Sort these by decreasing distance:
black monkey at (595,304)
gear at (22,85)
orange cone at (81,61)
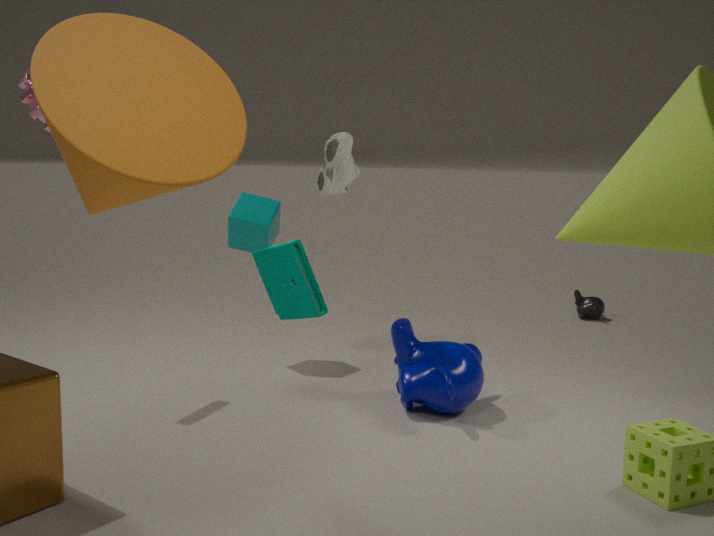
black monkey at (595,304) → gear at (22,85) → orange cone at (81,61)
